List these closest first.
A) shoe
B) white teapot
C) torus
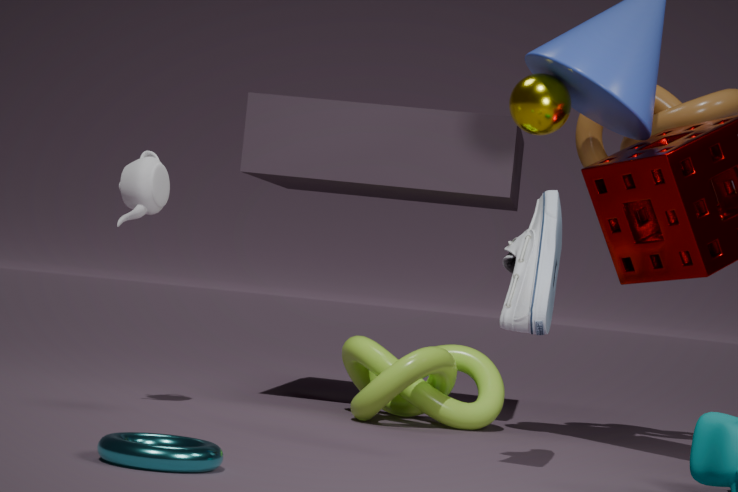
torus
shoe
white teapot
